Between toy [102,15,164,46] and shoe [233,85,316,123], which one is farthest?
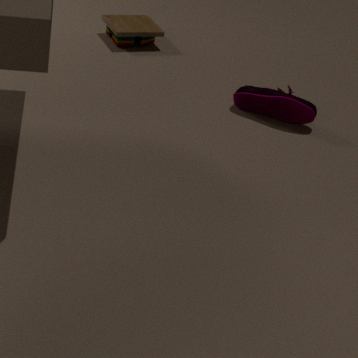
toy [102,15,164,46]
